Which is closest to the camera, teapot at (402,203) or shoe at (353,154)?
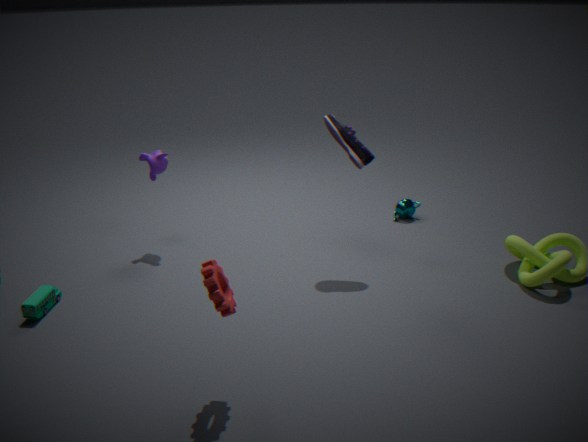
shoe at (353,154)
